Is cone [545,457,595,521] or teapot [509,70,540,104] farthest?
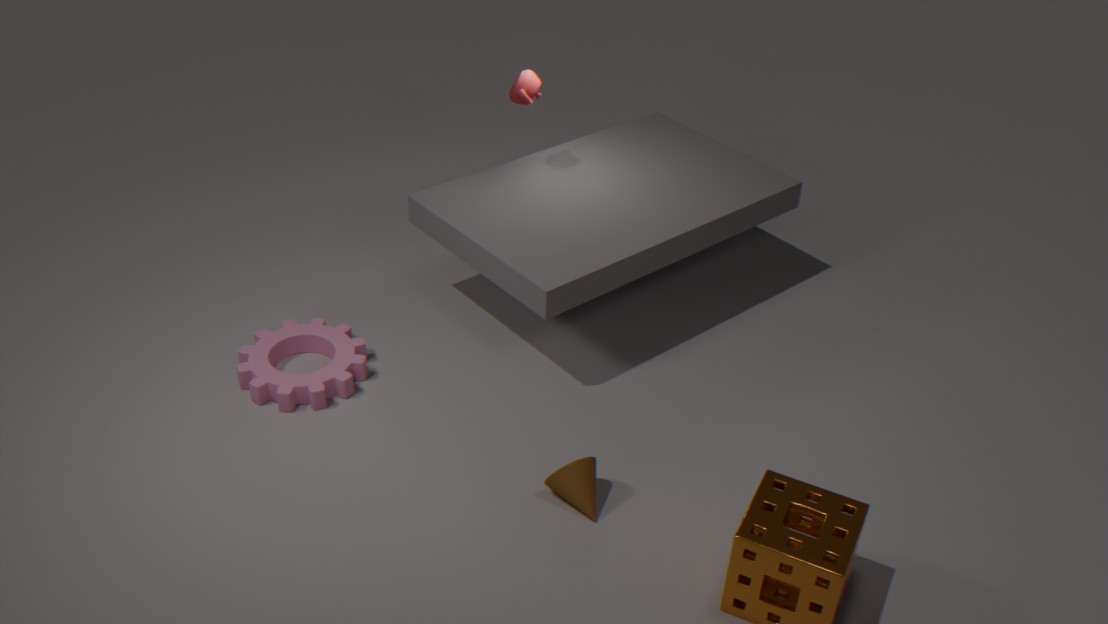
teapot [509,70,540,104]
